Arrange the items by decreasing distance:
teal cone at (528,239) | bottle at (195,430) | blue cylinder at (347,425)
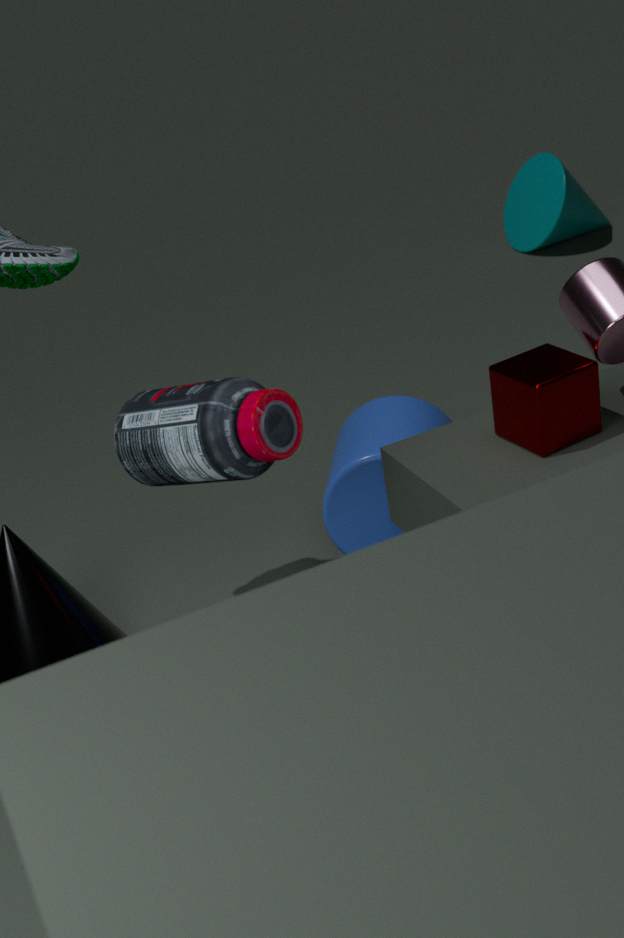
teal cone at (528,239) → blue cylinder at (347,425) → bottle at (195,430)
